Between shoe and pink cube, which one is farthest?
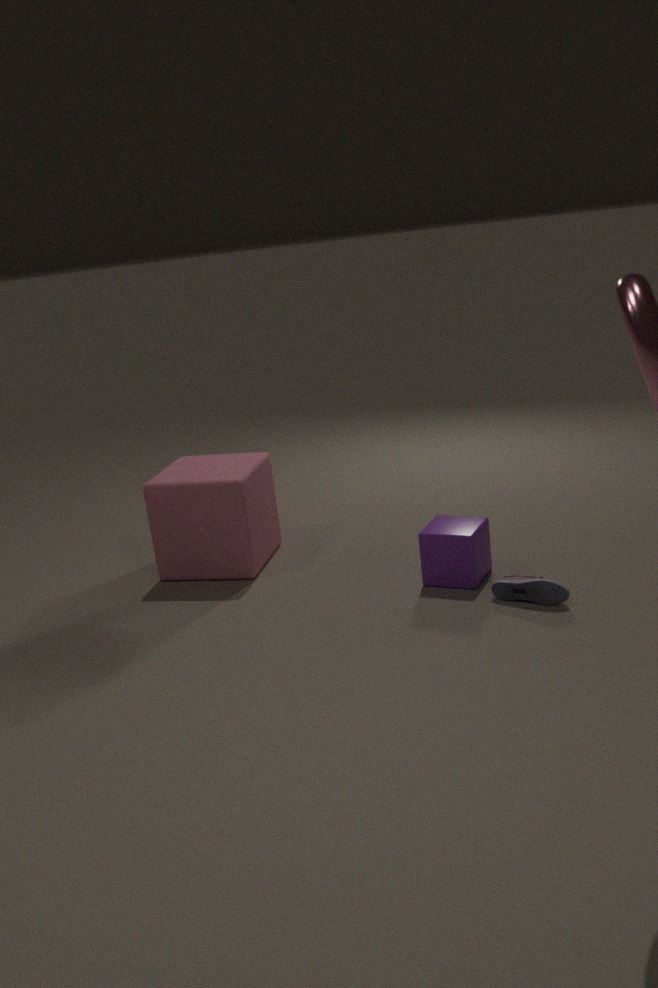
pink cube
